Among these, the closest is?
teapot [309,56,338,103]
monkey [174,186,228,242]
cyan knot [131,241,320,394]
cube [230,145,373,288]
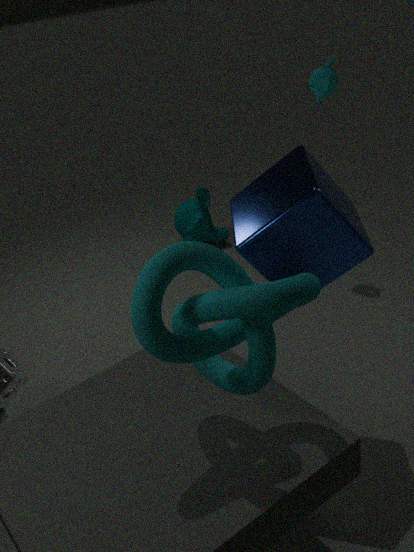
cyan knot [131,241,320,394]
